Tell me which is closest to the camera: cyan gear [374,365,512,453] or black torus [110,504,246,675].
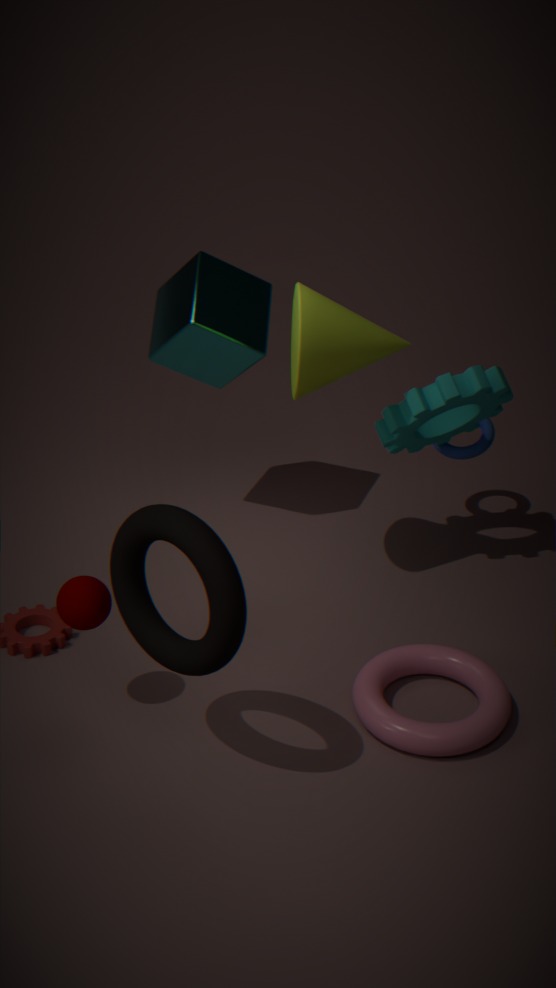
black torus [110,504,246,675]
